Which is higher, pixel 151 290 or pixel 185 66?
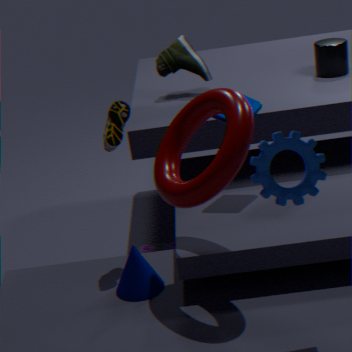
pixel 185 66
